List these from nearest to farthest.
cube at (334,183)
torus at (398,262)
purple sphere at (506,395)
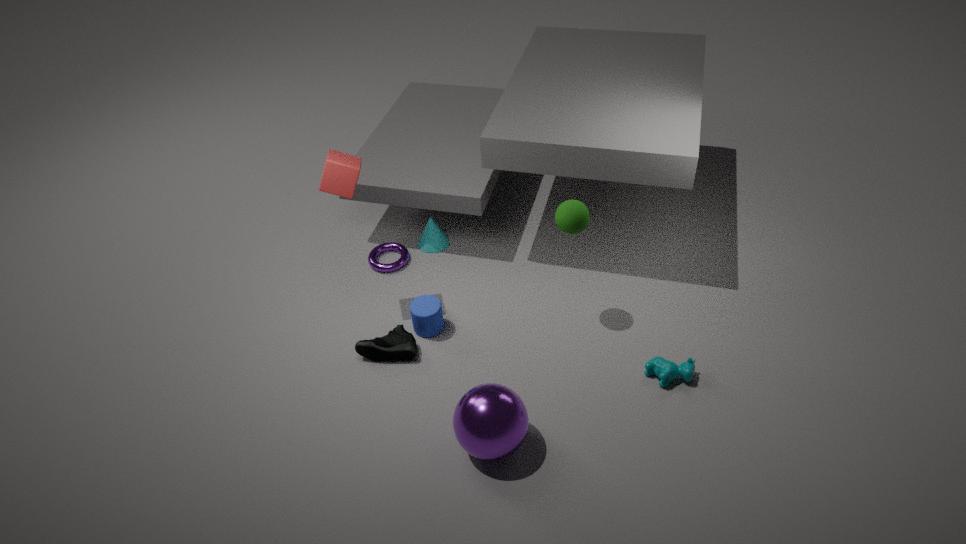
purple sphere at (506,395) → cube at (334,183) → torus at (398,262)
